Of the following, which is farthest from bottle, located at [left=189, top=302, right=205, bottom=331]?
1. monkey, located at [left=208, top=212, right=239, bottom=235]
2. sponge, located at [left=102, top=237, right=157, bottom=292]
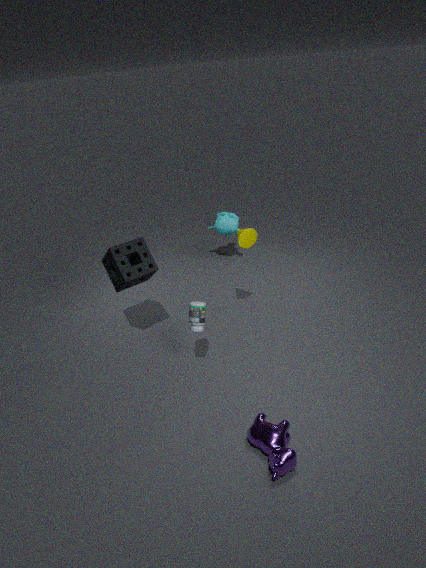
monkey, located at [left=208, top=212, right=239, bottom=235]
